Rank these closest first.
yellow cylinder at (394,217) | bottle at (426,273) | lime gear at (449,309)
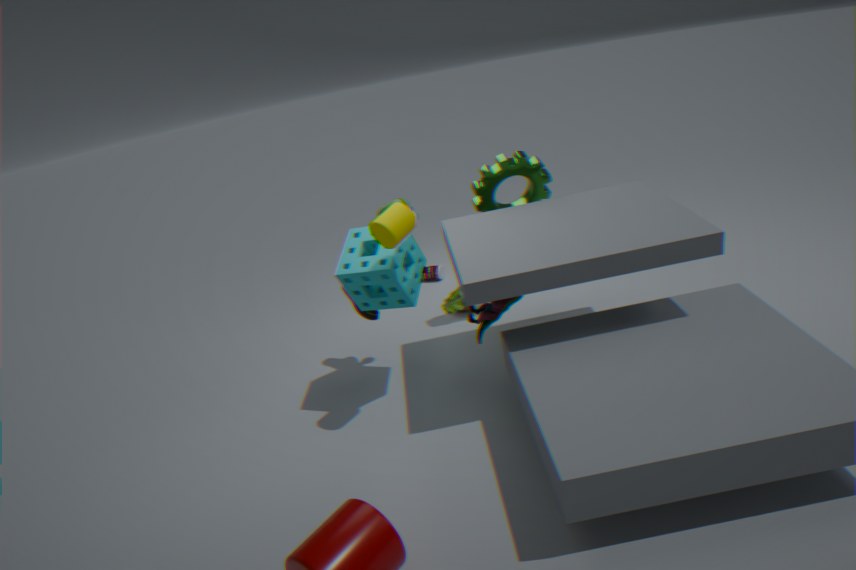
1. yellow cylinder at (394,217)
2. lime gear at (449,309)
3. bottle at (426,273)
